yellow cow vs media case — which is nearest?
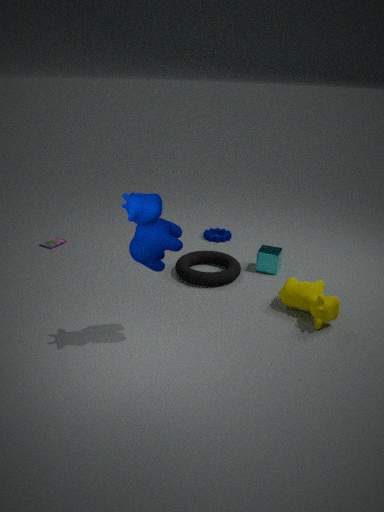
yellow cow
